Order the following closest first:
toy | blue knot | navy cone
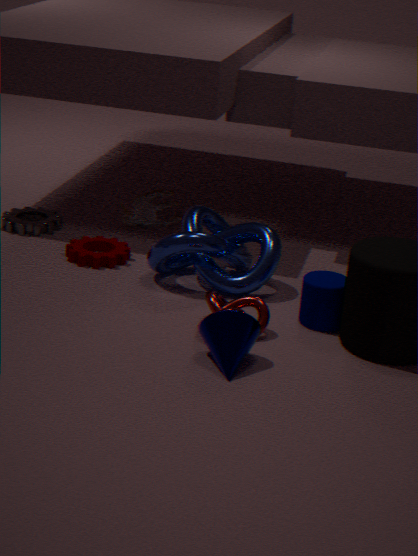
navy cone
blue knot
toy
